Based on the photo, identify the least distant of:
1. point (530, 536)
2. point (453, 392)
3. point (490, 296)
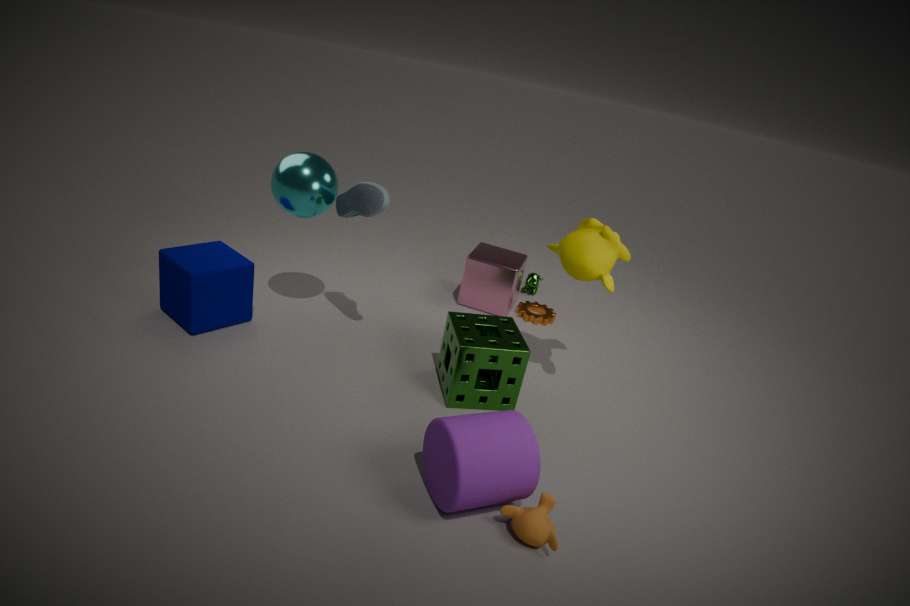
point (530, 536)
